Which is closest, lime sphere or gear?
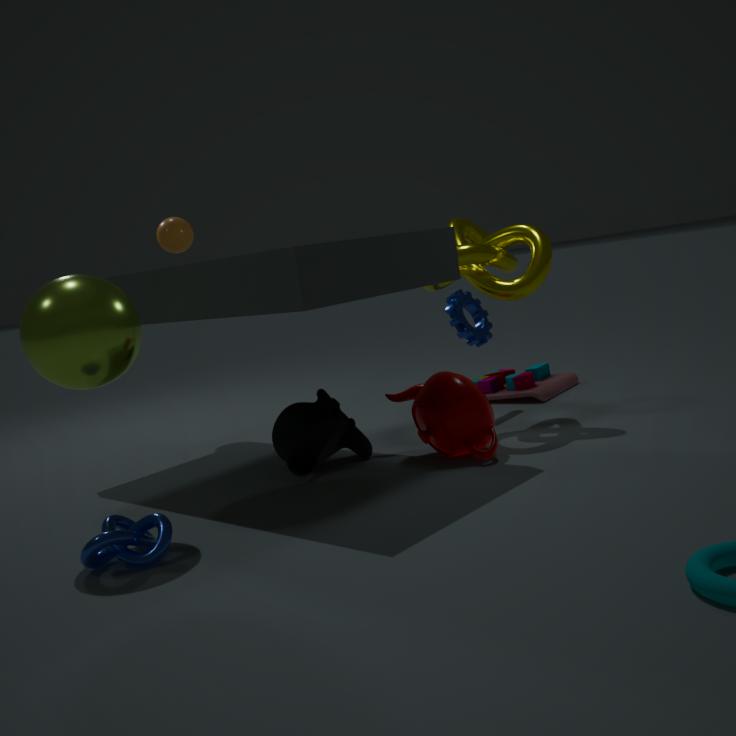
lime sphere
